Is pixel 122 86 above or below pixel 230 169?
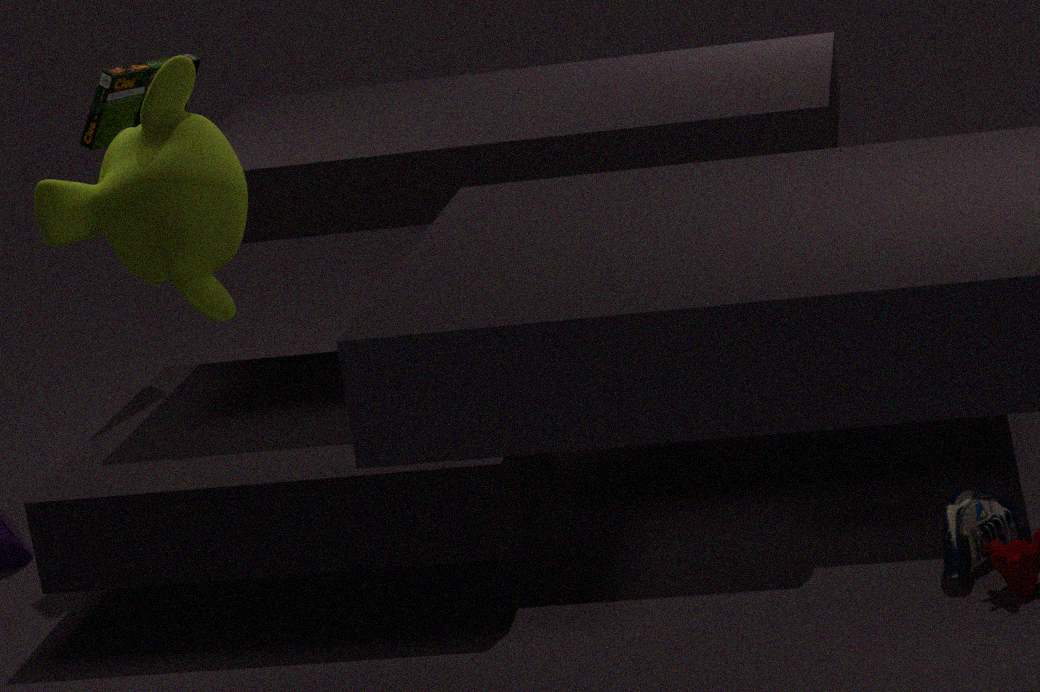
above
